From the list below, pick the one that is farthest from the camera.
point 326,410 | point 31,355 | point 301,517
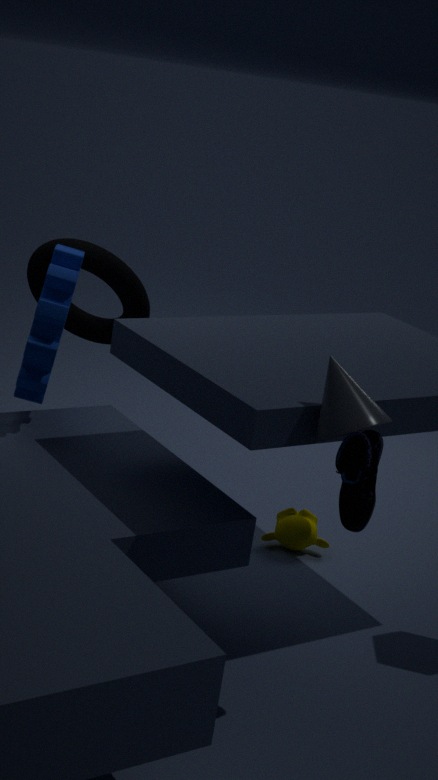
point 301,517
